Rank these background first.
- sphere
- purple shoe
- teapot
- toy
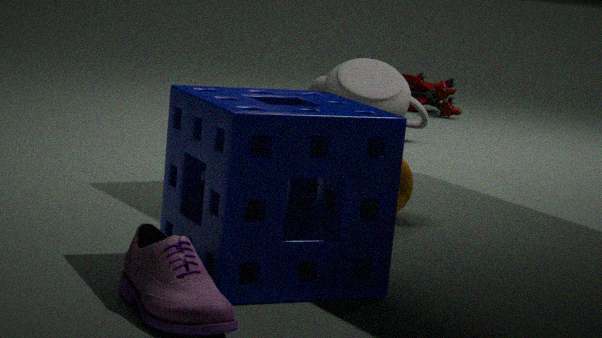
toy
teapot
sphere
purple shoe
